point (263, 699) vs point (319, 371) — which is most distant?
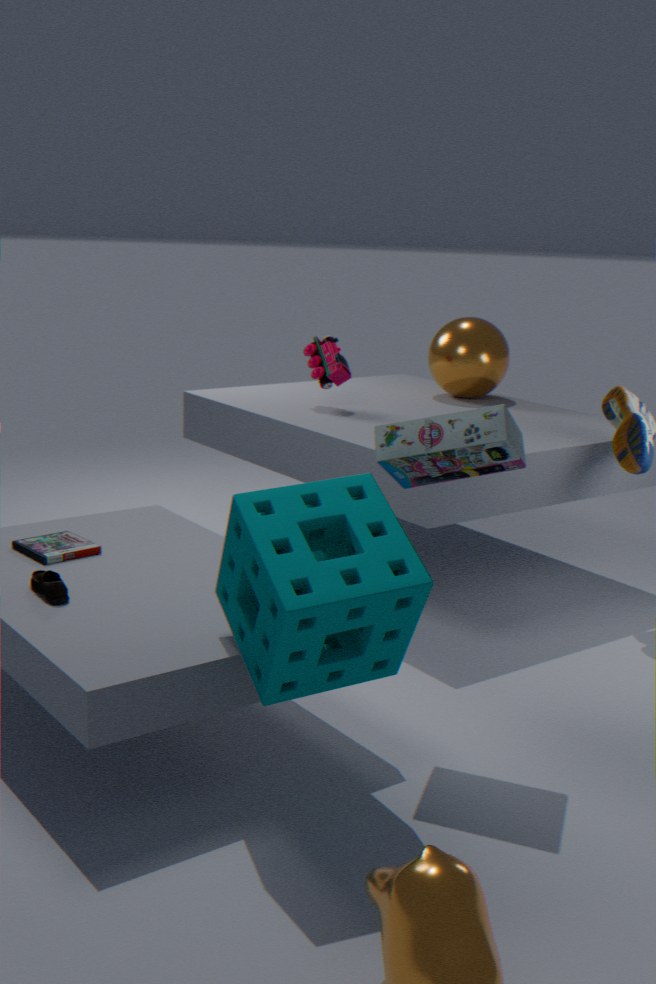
point (319, 371)
